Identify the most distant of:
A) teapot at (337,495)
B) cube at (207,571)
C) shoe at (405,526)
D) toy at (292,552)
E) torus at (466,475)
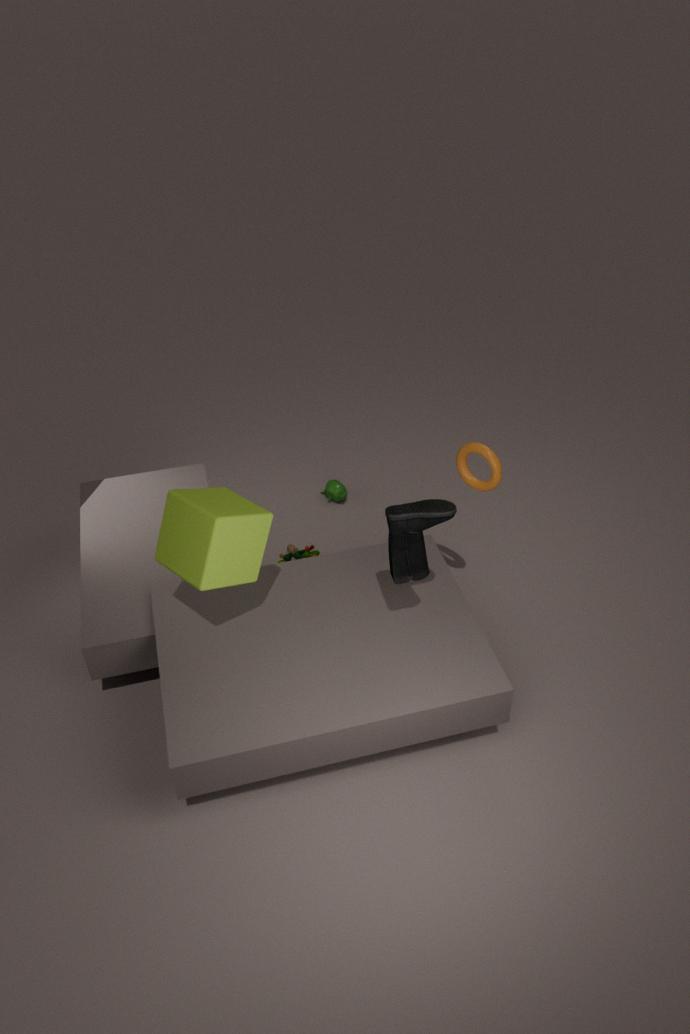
A. teapot at (337,495)
